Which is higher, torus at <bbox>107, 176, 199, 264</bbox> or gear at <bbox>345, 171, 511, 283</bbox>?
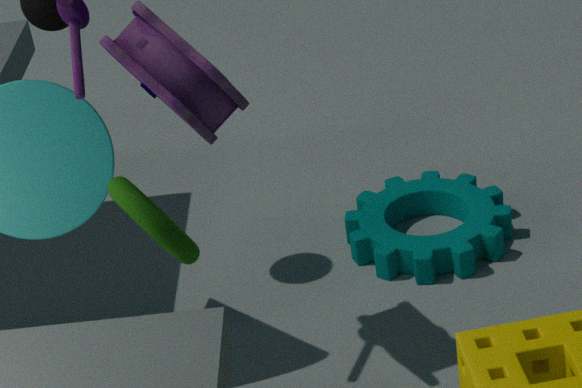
torus at <bbox>107, 176, 199, 264</bbox>
